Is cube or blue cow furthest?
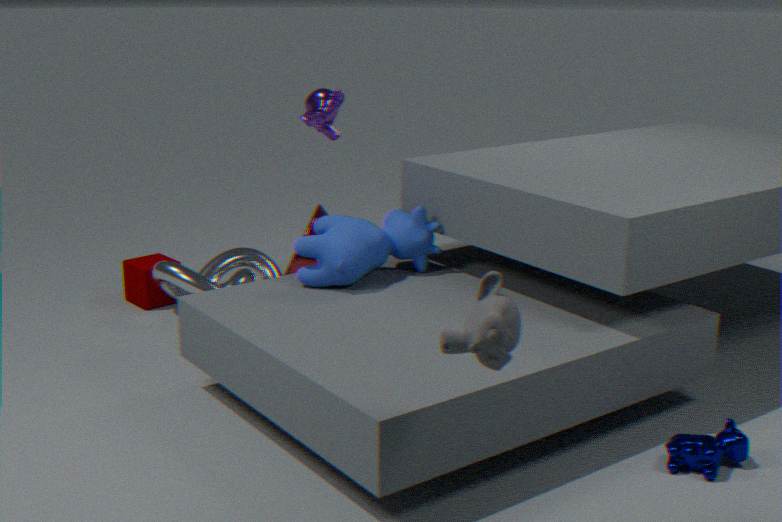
cube
